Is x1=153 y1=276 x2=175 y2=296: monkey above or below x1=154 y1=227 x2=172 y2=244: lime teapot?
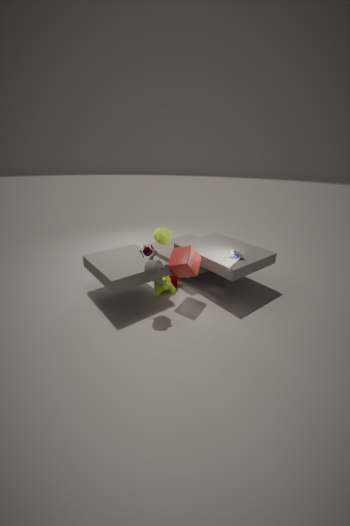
below
